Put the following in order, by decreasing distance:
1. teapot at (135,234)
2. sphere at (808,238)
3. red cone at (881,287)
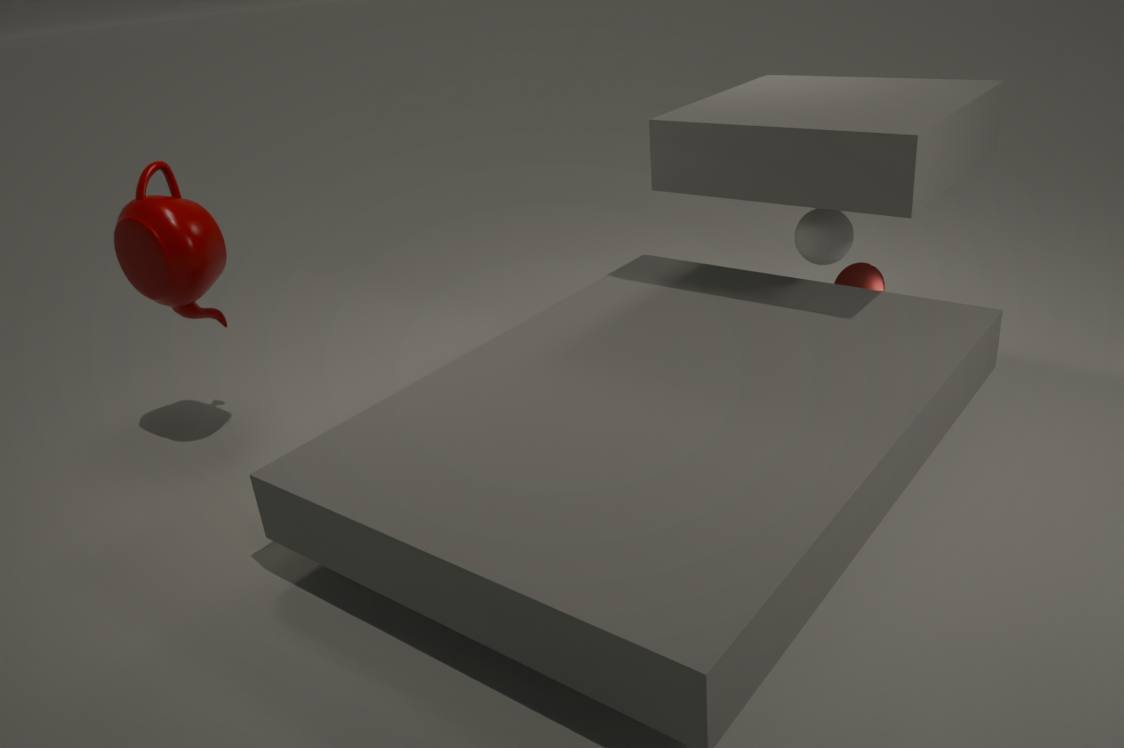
red cone at (881,287)
sphere at (808,238)
teapot at (135,234)
